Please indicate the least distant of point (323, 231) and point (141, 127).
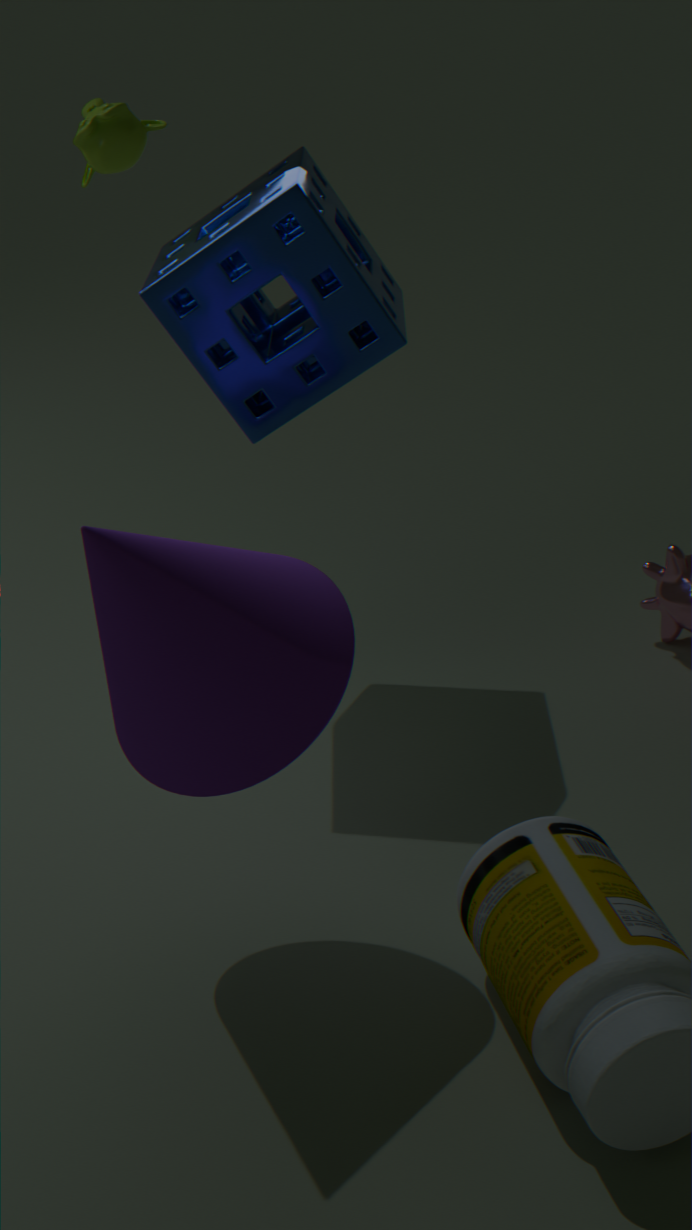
point (323, 231)
